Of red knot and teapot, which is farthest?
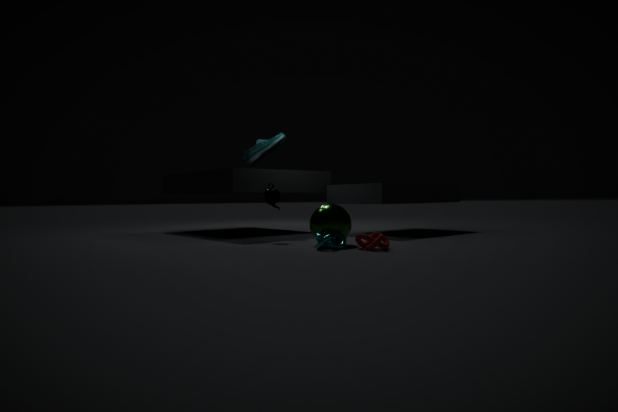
teapot
